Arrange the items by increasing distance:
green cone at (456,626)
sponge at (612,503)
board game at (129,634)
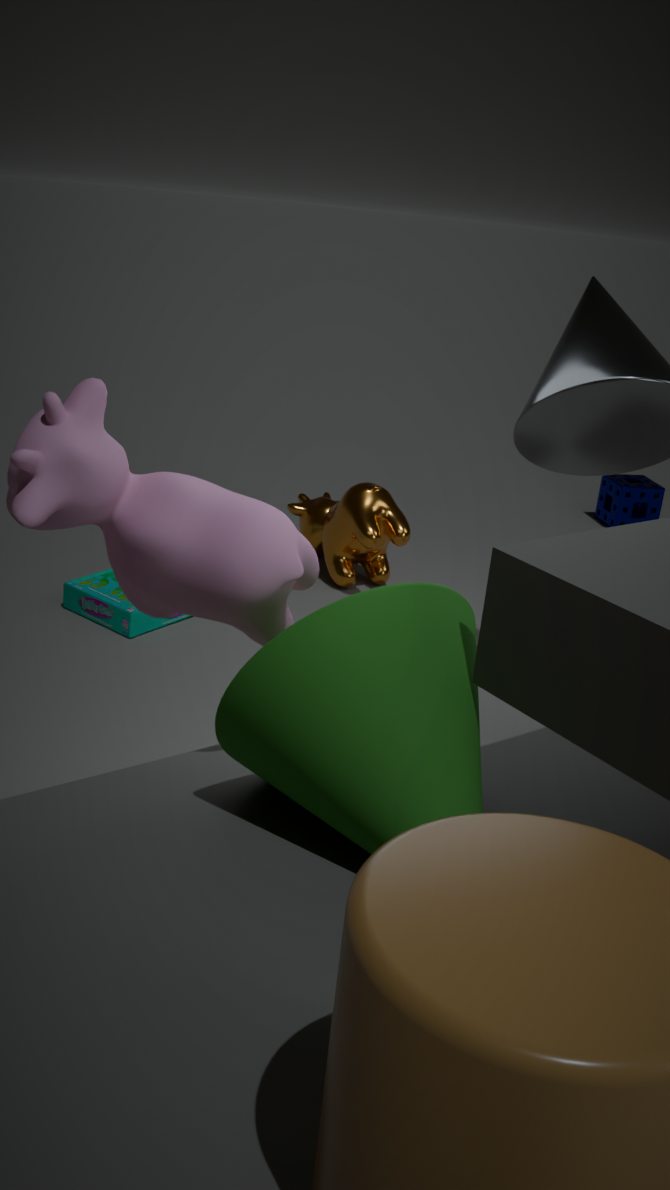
green cone at (456,626)
board game at (129,634)
sponge at (612,503)
